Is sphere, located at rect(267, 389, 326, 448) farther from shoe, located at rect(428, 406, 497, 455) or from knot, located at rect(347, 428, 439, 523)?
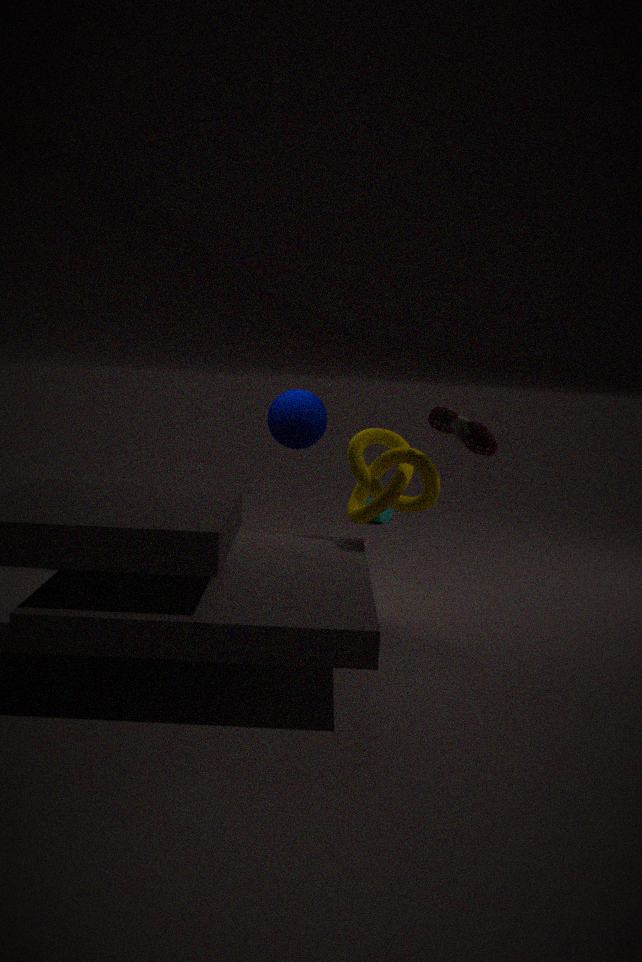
shoe, located at rect(428, 406, 497, 455)
